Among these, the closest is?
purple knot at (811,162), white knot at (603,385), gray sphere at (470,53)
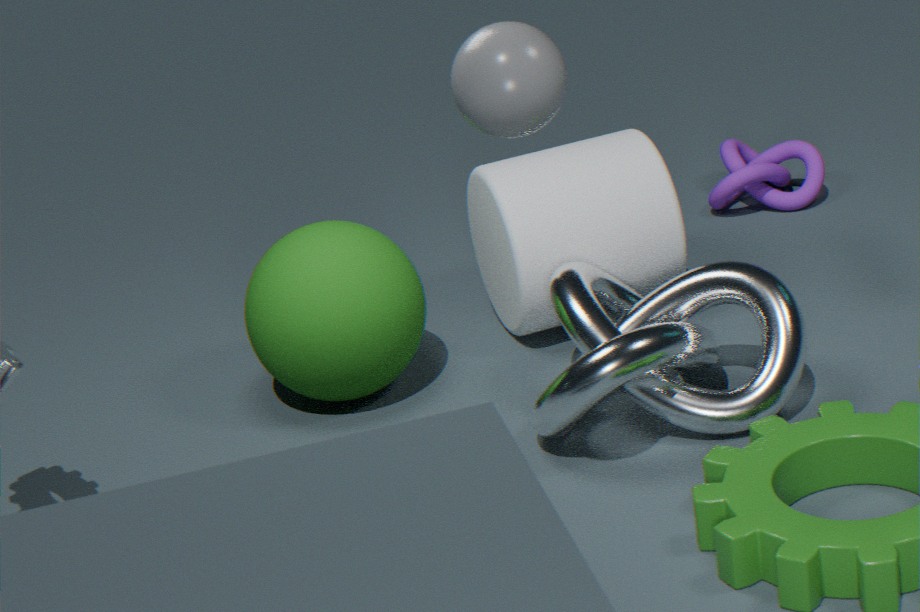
gray sphere at (470,53)
